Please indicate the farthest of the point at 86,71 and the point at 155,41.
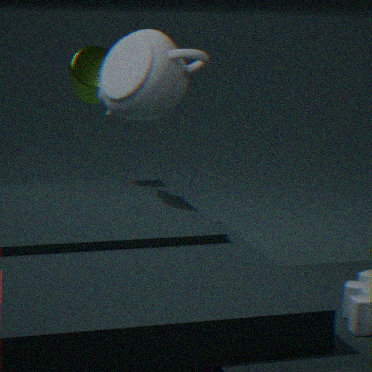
the point at 86,71
